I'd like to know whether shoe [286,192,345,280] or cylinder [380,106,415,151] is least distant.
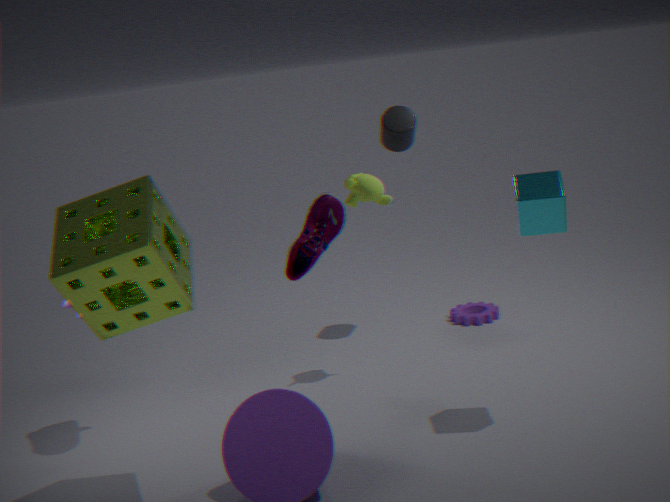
shoe [286,192,345,280]
